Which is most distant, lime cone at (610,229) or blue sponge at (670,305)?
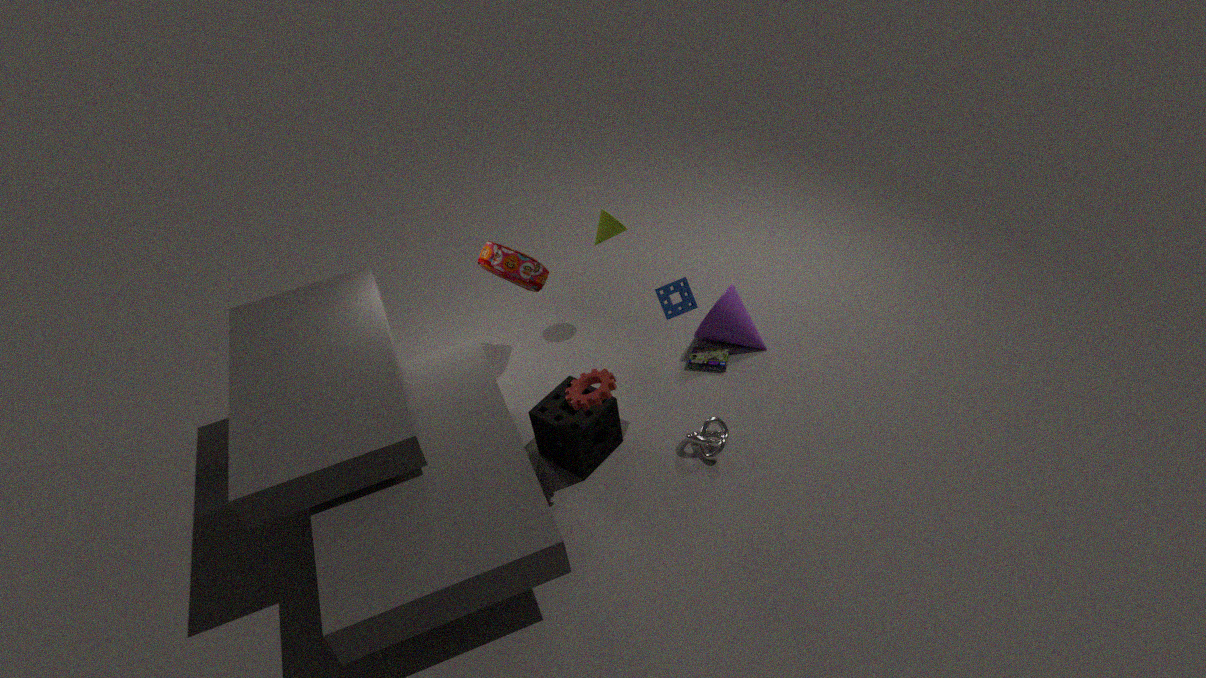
lime cone at (610,229)
